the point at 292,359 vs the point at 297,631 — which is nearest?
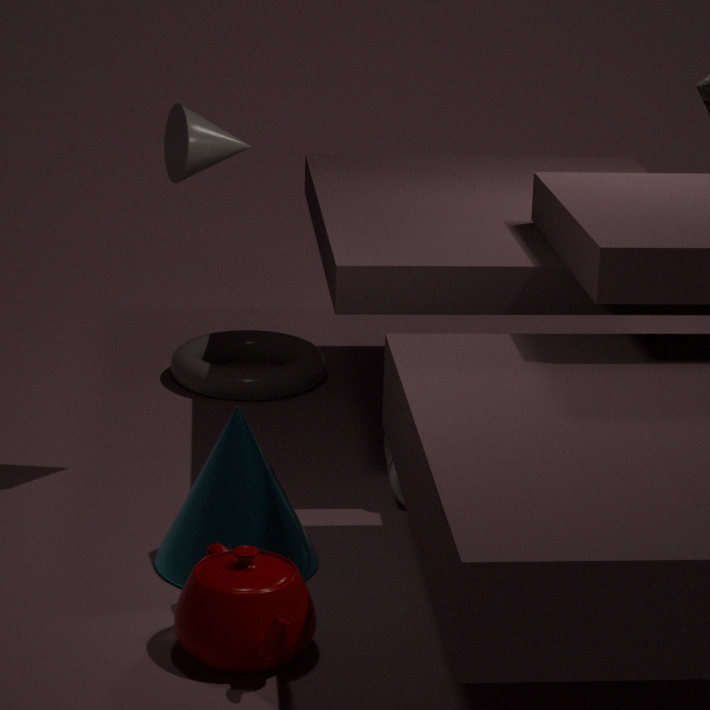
the point at 297,631
